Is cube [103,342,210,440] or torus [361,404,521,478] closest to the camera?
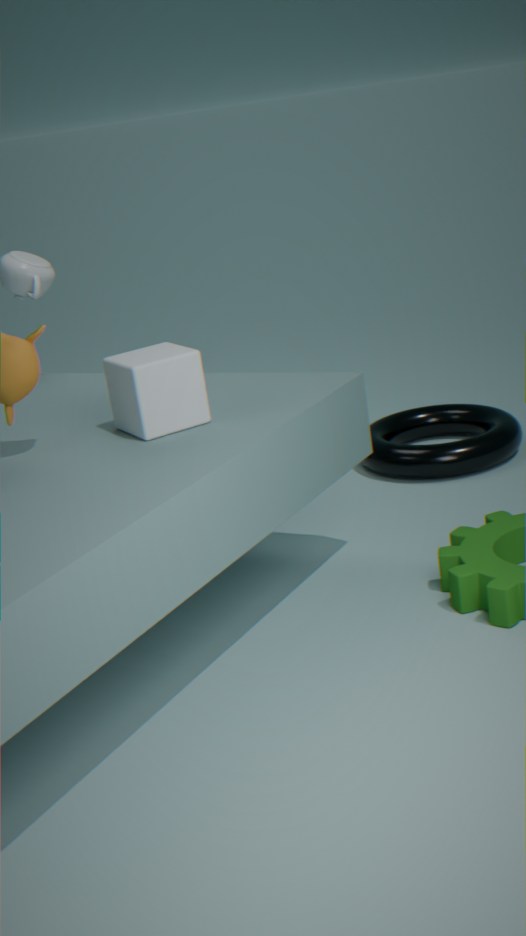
cube [103,342,210,440]
